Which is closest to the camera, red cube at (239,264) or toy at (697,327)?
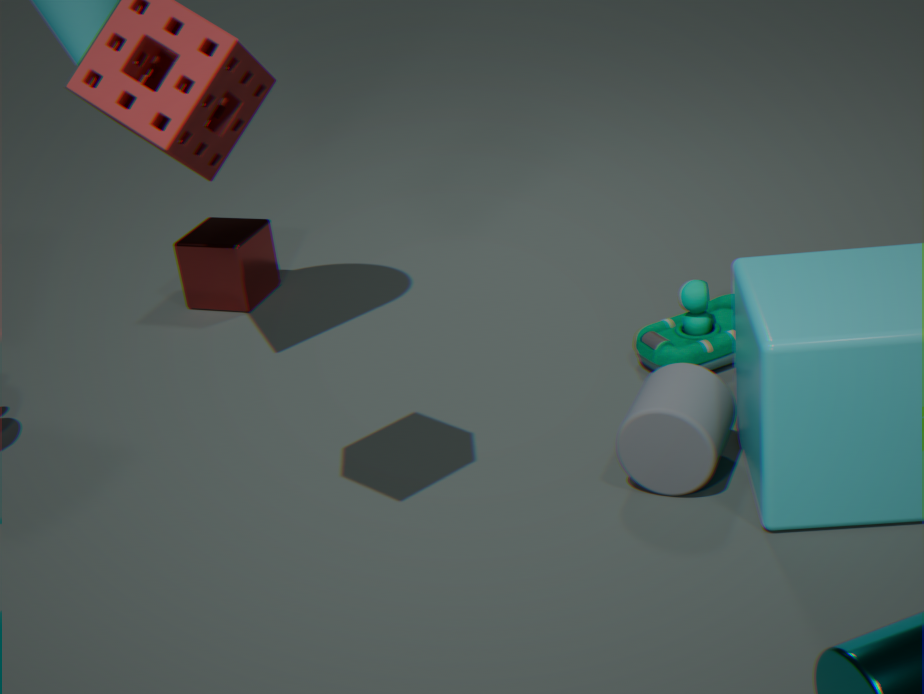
toy at (697,327)
